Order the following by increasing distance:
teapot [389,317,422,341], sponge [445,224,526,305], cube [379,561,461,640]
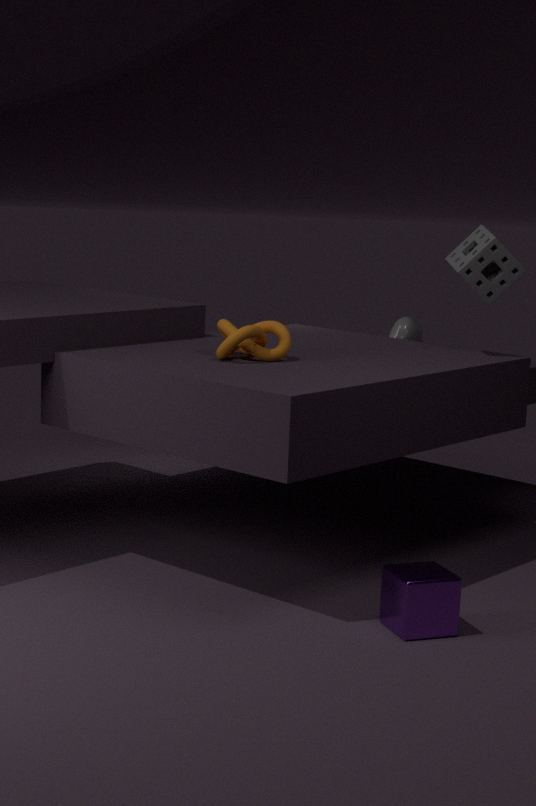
cube [379,561,461,640] < sponge [445,224,526,305] < teapot [389,317,422,341]
